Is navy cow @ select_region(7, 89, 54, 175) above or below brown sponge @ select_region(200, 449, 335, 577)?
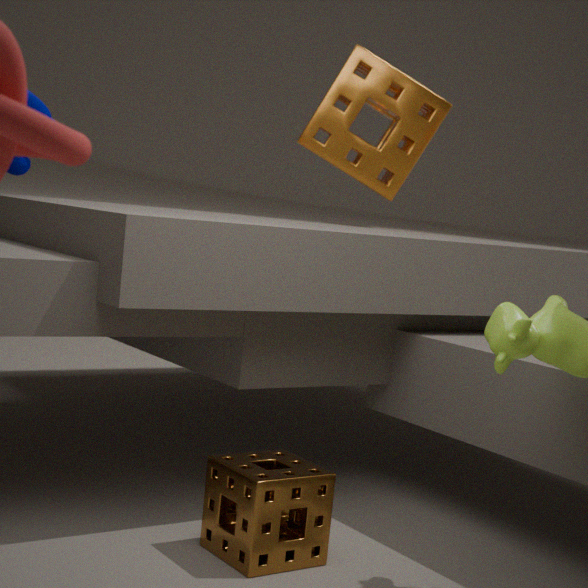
above
